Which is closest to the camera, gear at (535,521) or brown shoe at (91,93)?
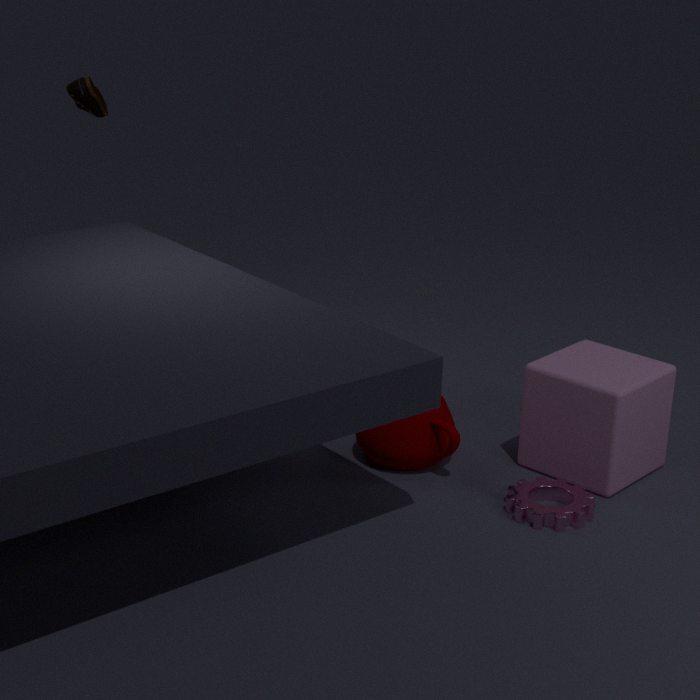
gear at (535,521)
